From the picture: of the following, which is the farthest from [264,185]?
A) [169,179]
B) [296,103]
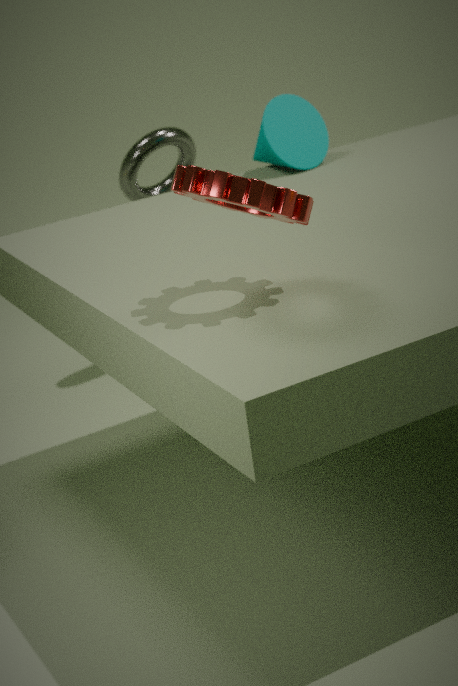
[169,179]
